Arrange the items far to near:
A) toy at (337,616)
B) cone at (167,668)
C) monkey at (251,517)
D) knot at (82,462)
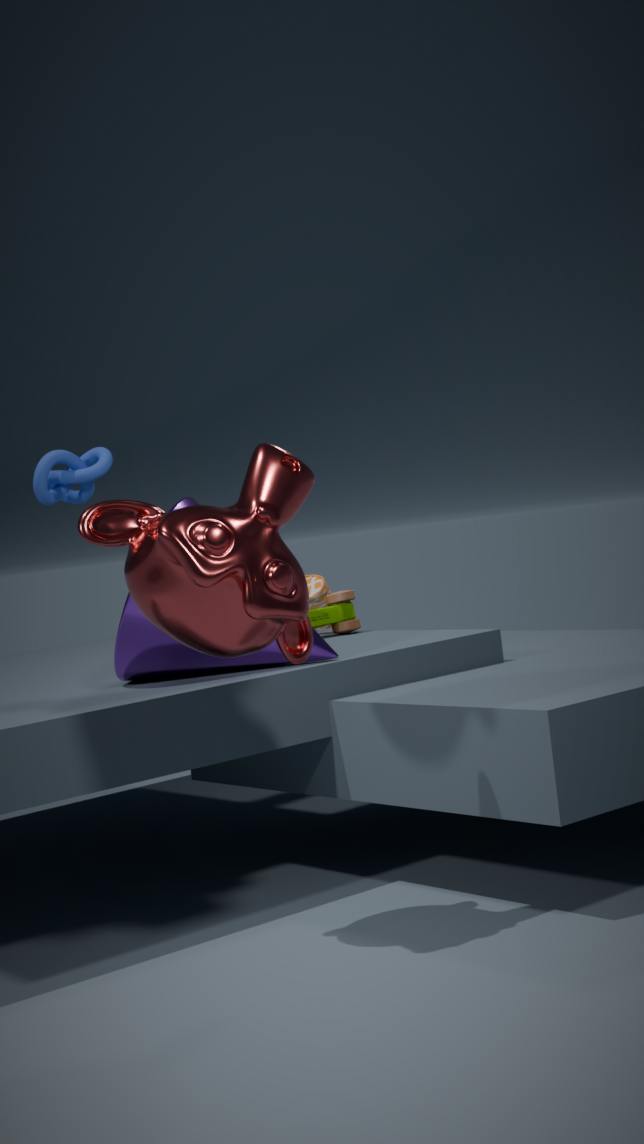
knot at (82,462)
toy at (337,616)
cone at (167,668)
monkey at (251,517)
